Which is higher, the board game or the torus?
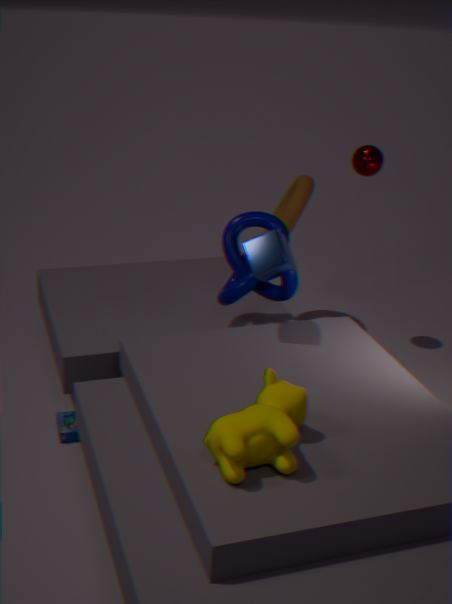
the torus
